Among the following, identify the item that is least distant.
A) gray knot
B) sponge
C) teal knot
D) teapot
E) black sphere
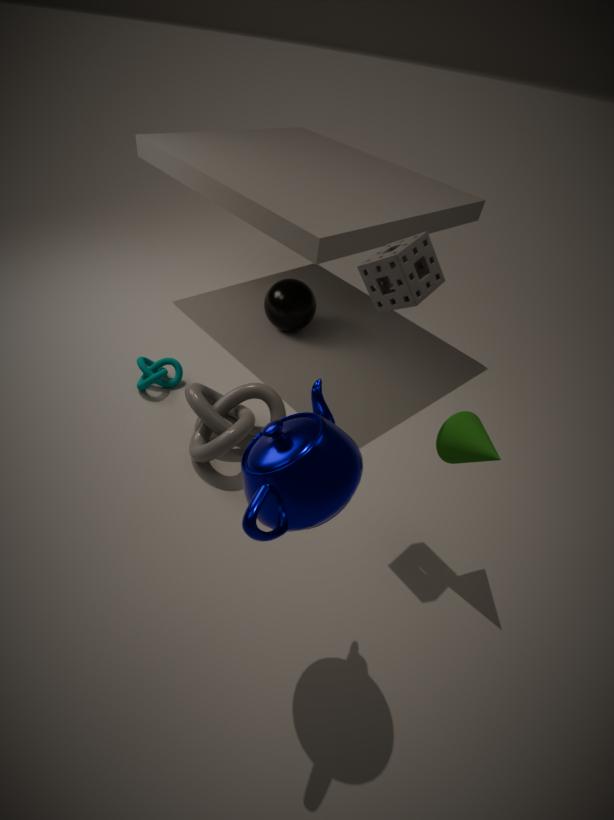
teapot
